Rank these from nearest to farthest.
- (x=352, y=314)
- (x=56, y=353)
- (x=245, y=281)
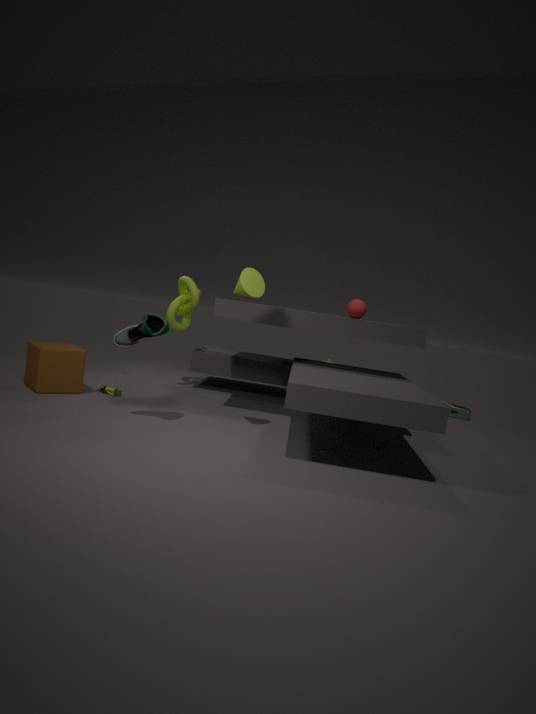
(x=245, y=281) → (x=56, y=353) → (x=352, y=314)
